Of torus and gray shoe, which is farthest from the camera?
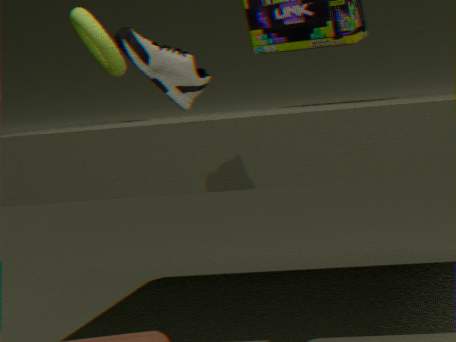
torus
